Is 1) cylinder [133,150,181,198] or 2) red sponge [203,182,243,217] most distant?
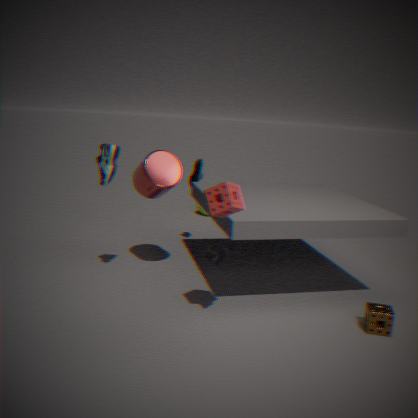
1. cylinder [133,150,181,198]
